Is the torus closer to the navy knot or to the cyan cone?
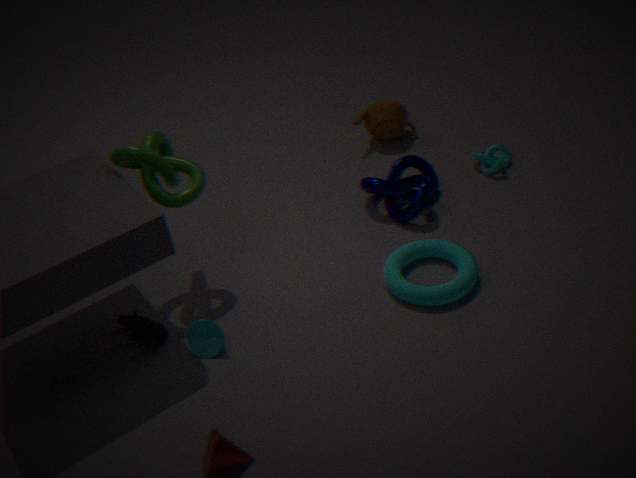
the navy knot
